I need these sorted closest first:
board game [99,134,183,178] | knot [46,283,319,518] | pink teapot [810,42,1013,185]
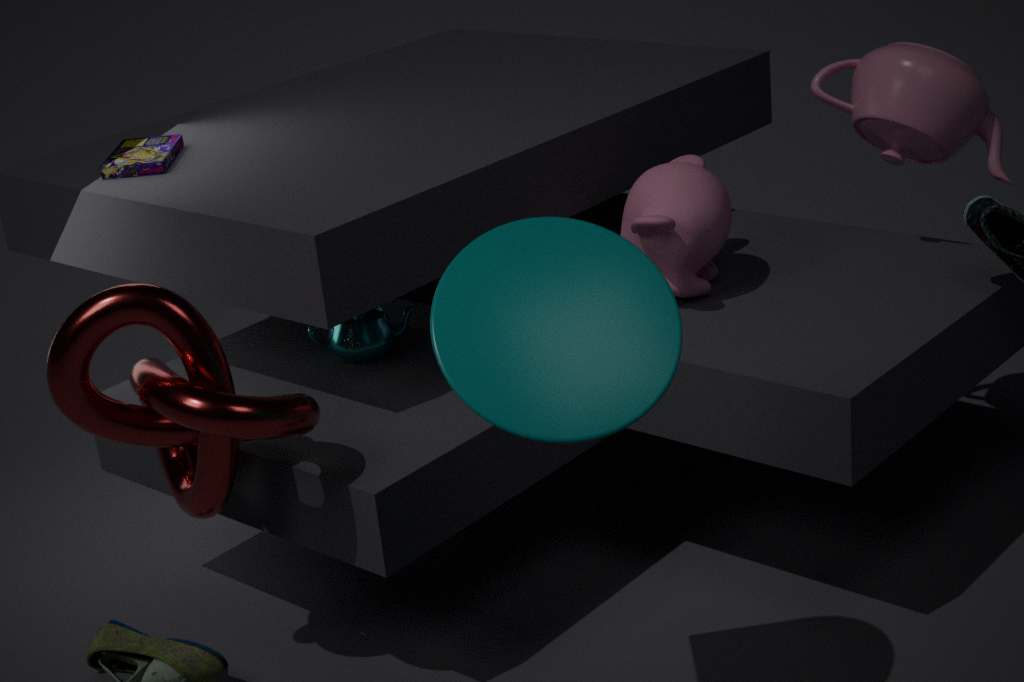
knot [46,283,319,518] → pink teapot [810,42,1013,185] → board game [99,134,183,178]
